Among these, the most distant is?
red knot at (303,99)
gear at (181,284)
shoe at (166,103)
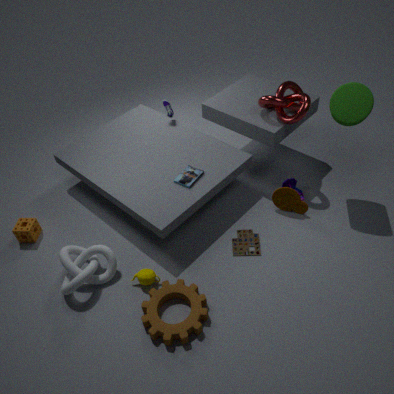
shoe at (166,103)
